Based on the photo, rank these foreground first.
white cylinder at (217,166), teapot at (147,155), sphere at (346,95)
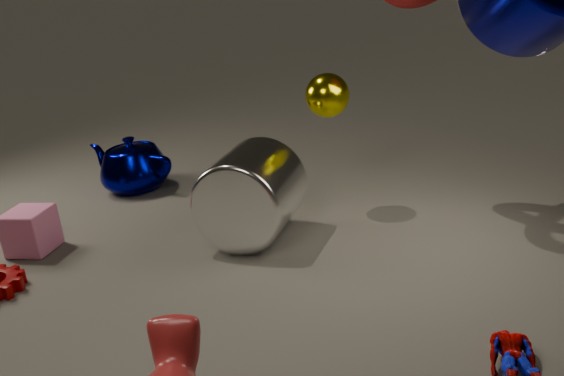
1. white cylinder at (217,166)
2. sphere at (346,95)
3. teapot at (147,155)
